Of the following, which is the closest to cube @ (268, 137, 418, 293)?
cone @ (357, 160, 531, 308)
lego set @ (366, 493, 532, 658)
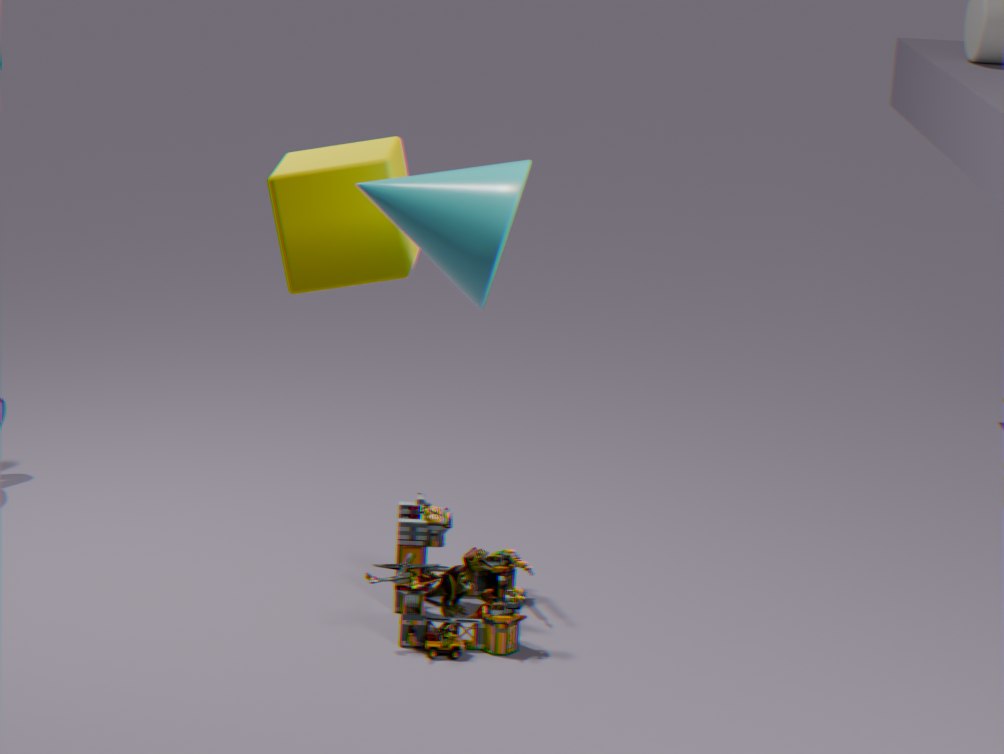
cone @ (357, 160, 531, 308)
